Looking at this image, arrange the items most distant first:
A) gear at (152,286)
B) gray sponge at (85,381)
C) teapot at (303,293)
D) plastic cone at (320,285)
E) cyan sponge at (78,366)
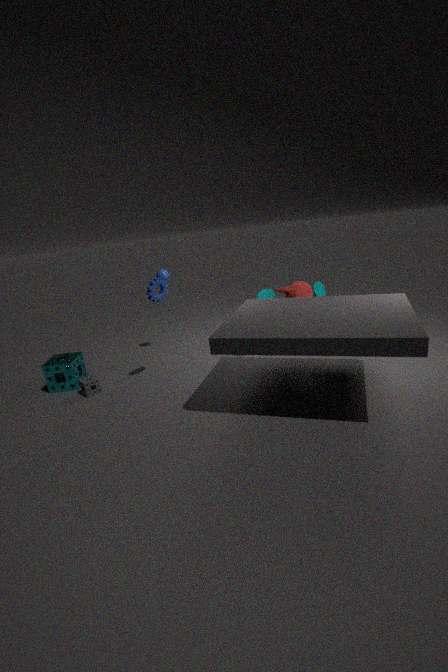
plastic cone at (320,285) < cyan sponge at (78,366) < teapot at (303,293) < gray sponge at (85,381) < gear at (152,286)
